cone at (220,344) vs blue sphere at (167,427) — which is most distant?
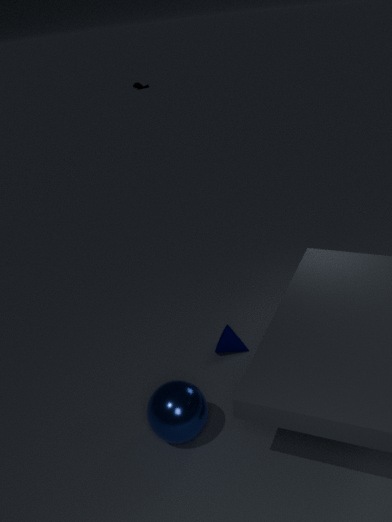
cone at (220,344)
